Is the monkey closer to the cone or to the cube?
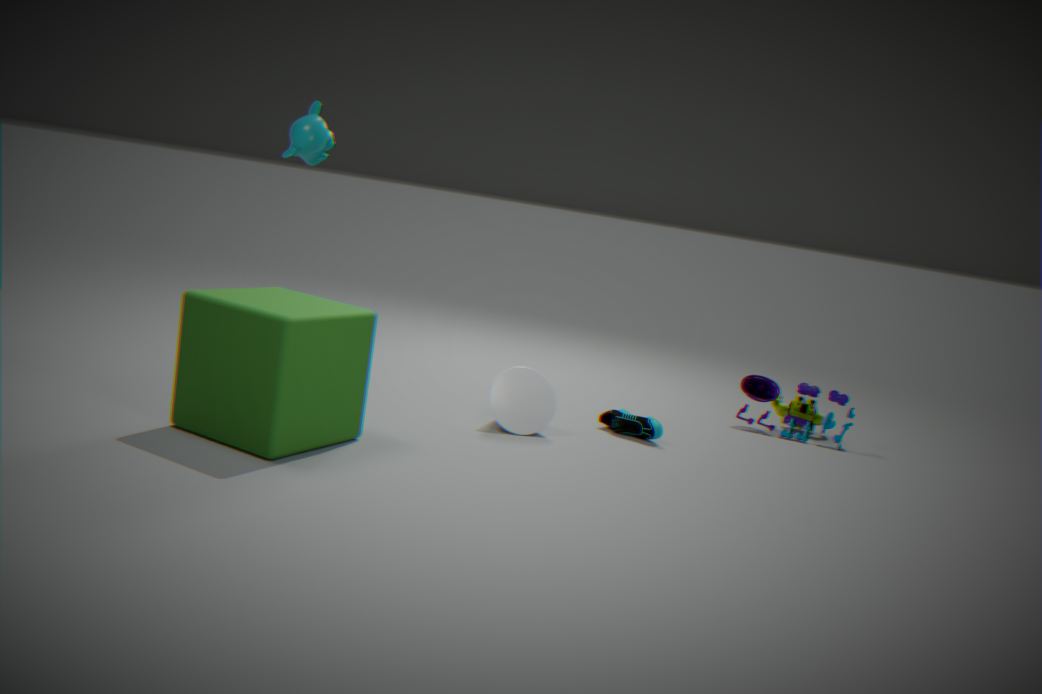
the cube
